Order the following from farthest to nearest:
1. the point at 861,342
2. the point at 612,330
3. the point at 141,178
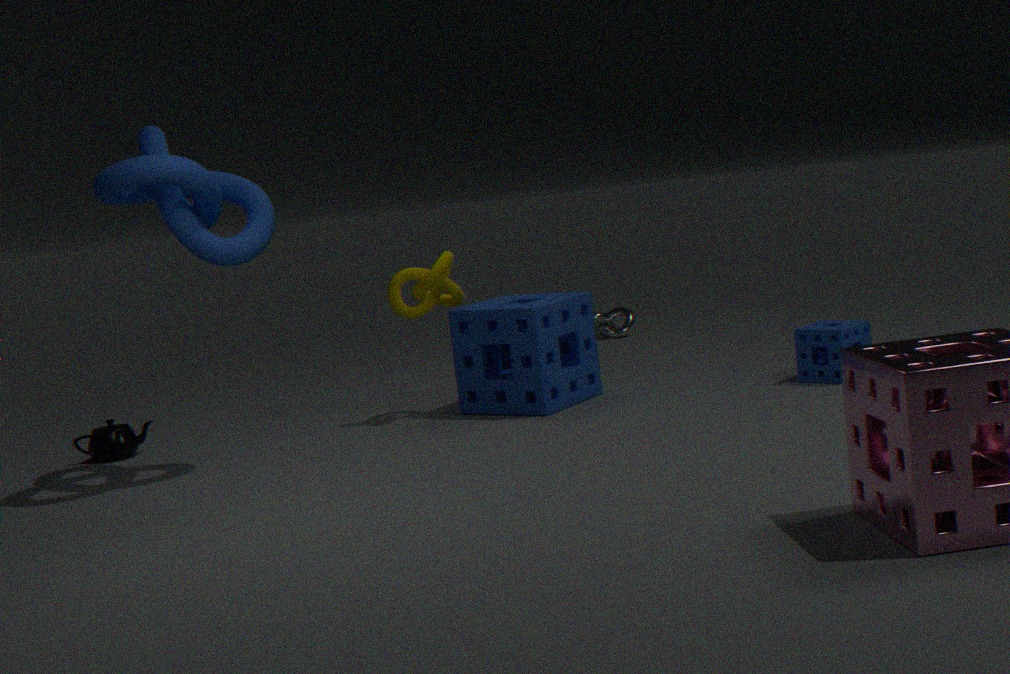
the point at 612,330
the point at 861,342
the point at 141,178
